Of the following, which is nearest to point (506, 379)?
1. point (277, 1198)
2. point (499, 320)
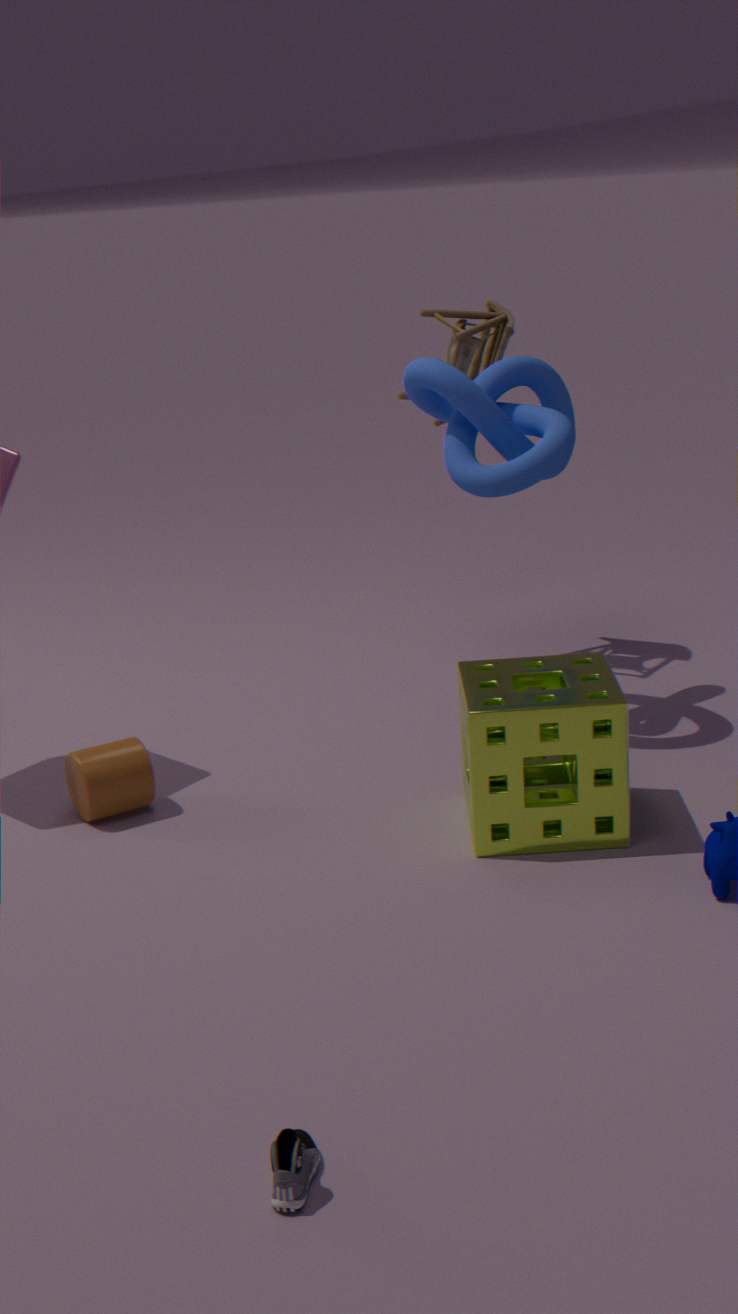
point (499, 320)
